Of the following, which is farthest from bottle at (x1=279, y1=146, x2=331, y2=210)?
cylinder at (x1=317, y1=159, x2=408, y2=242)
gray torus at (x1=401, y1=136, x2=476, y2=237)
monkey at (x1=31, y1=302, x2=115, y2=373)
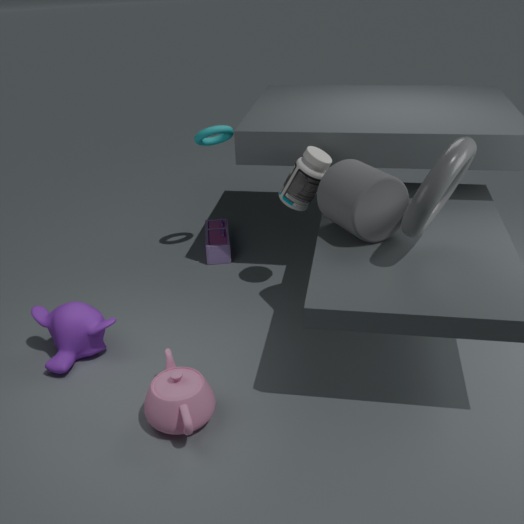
monkey at (x1=31, y1=302, x2=115, y2=373)
